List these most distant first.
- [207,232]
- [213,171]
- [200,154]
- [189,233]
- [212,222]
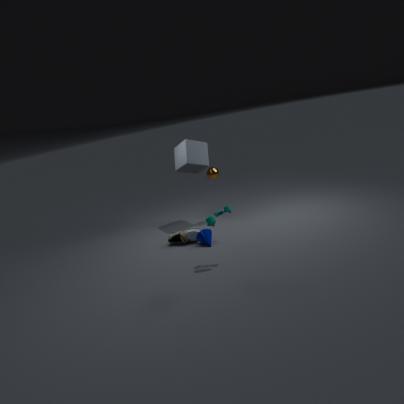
1. [213,171]
2. [200,154]
3. [189,233]
4. [207,232]
5. [212,222]
